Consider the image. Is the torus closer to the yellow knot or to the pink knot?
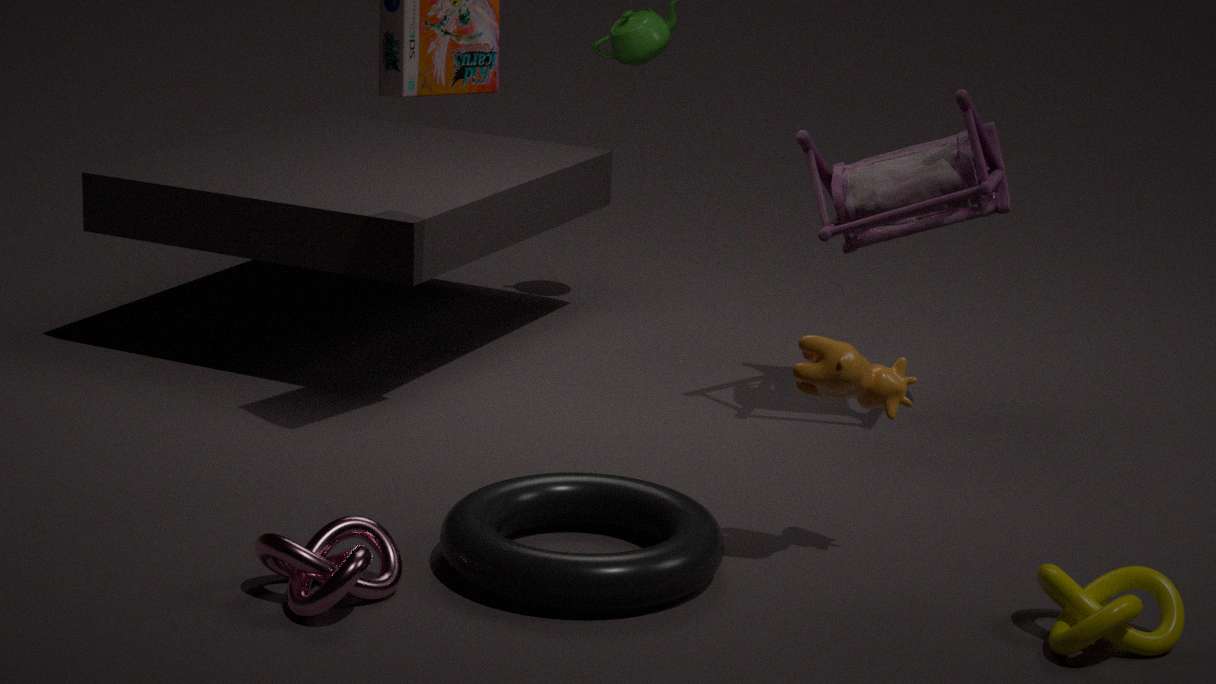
the pink knot
